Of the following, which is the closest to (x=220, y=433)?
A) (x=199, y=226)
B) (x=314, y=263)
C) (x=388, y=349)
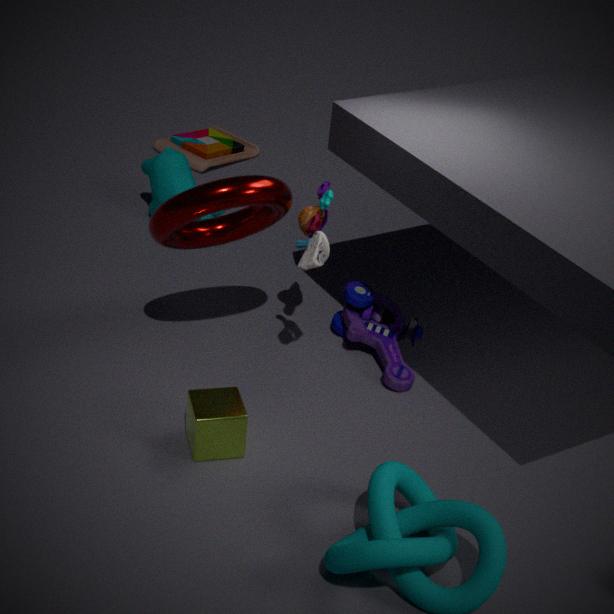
(x=199, y=226)
